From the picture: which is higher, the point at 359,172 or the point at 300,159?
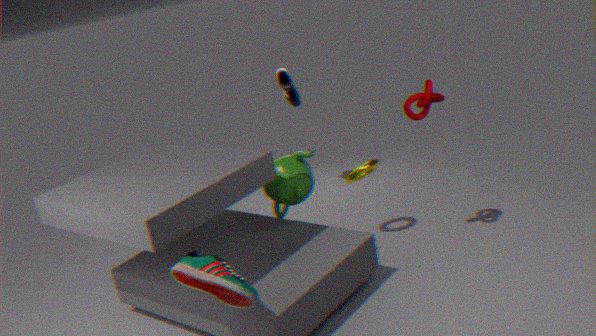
the point at 300,159
